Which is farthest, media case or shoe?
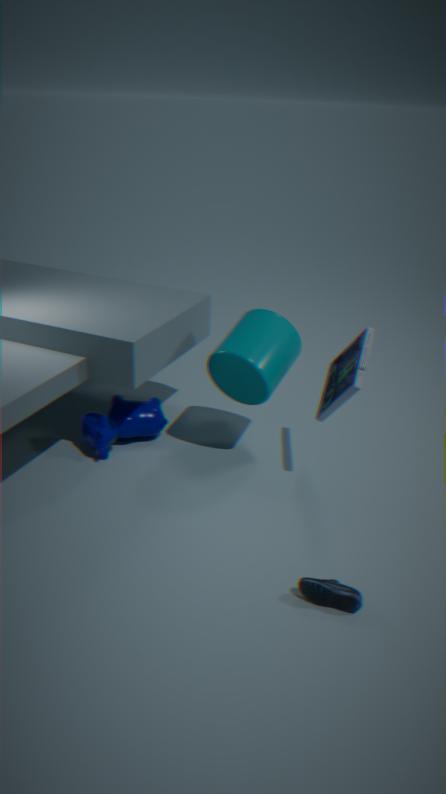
media case
